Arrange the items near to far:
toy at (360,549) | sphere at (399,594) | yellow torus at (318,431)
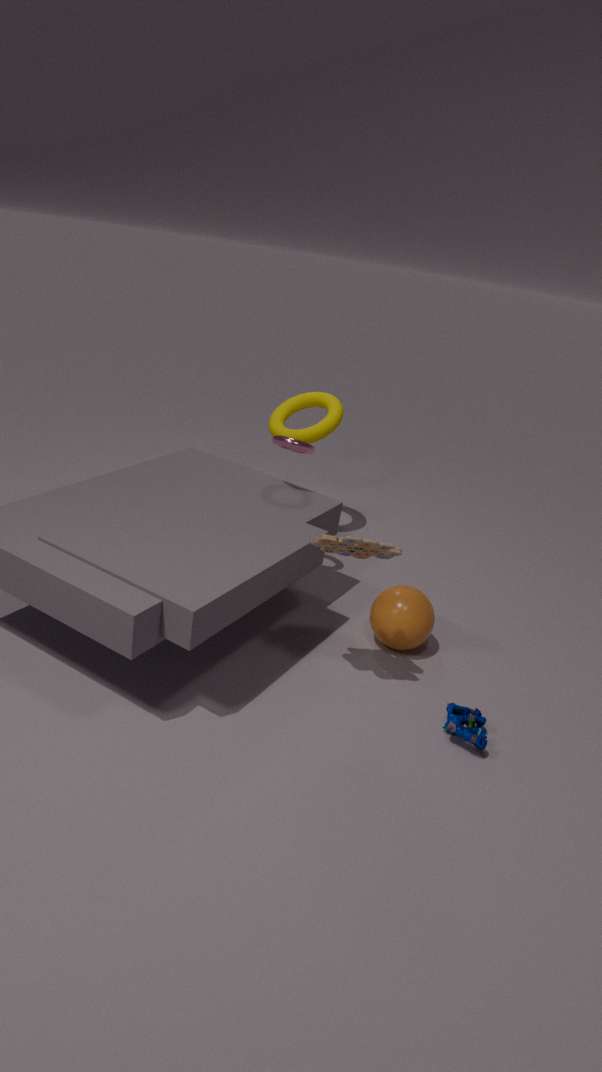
toy at (360,549), sphere at (399,594), yellow torus at (318,431)
